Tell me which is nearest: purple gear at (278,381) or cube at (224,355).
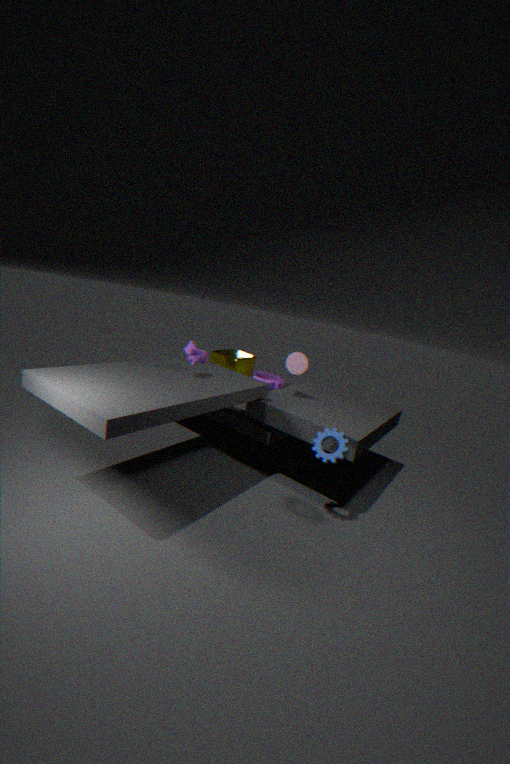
cube at (224,355)
